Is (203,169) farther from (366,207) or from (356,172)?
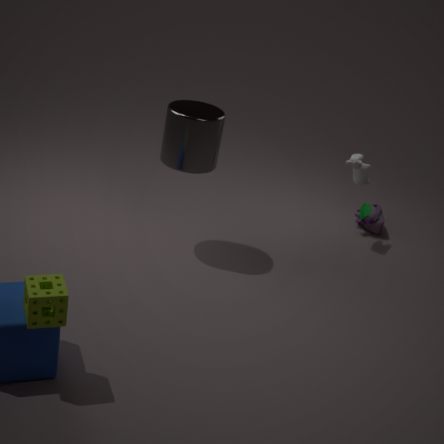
(366,207)
